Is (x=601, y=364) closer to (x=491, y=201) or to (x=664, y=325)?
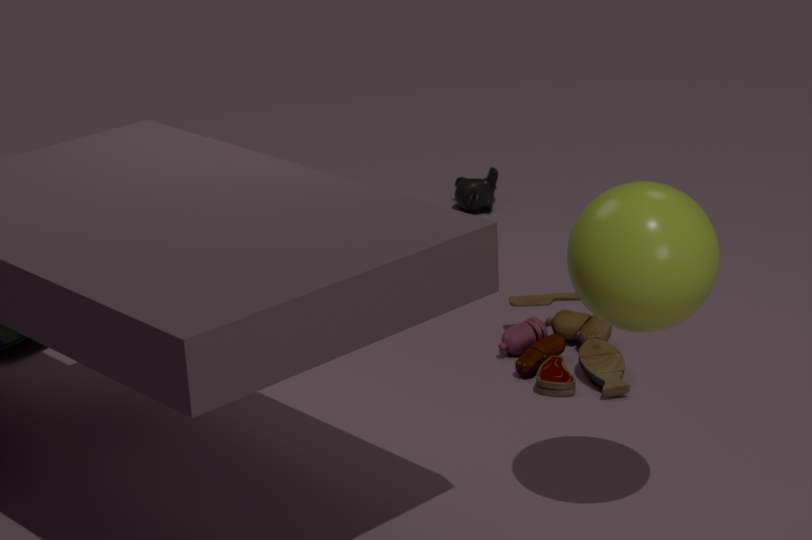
(x=664, y=325)
